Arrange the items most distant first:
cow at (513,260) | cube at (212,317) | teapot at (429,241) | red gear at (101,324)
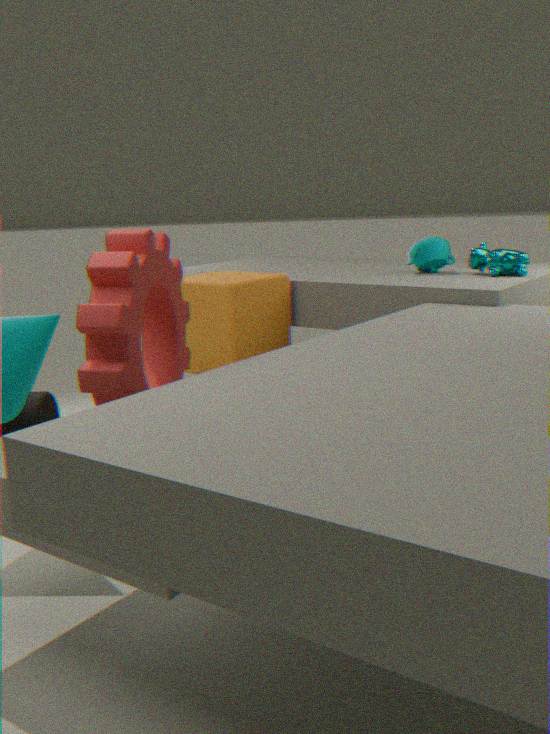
teapot at (429,241) < cow at (513,260) < cube at (212,317) < red gear at (101,324)
